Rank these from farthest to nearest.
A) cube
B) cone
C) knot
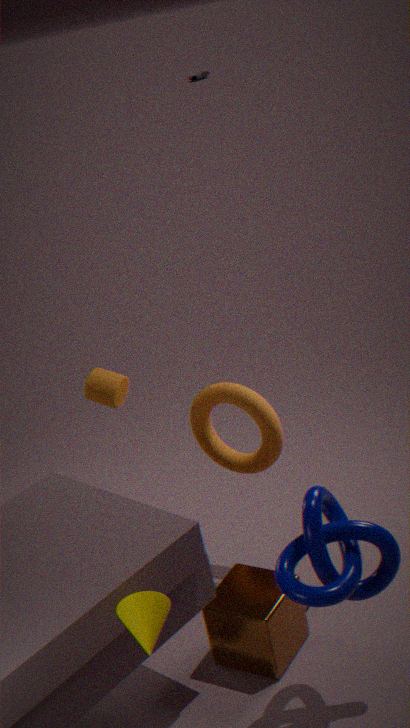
cube, knot, cone
